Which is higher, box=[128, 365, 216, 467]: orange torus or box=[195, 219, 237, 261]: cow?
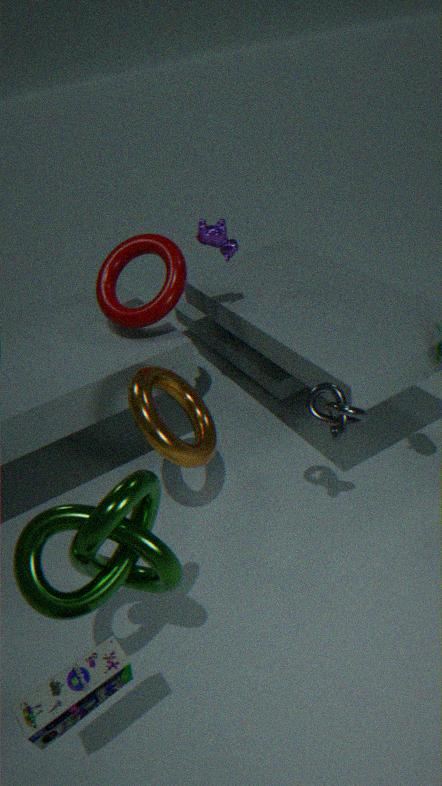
box=[195, 219, 237, 261]: cow
